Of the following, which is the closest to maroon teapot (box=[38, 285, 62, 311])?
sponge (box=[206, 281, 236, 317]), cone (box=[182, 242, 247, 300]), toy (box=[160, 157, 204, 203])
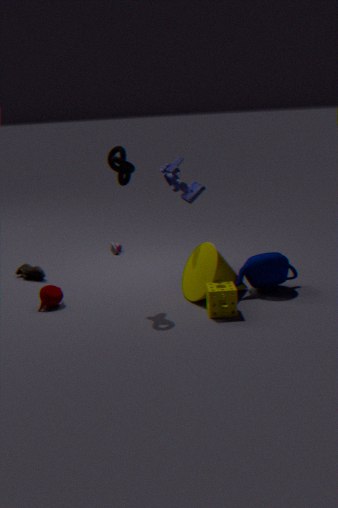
cone (box=[182, 242, 247, 300])
